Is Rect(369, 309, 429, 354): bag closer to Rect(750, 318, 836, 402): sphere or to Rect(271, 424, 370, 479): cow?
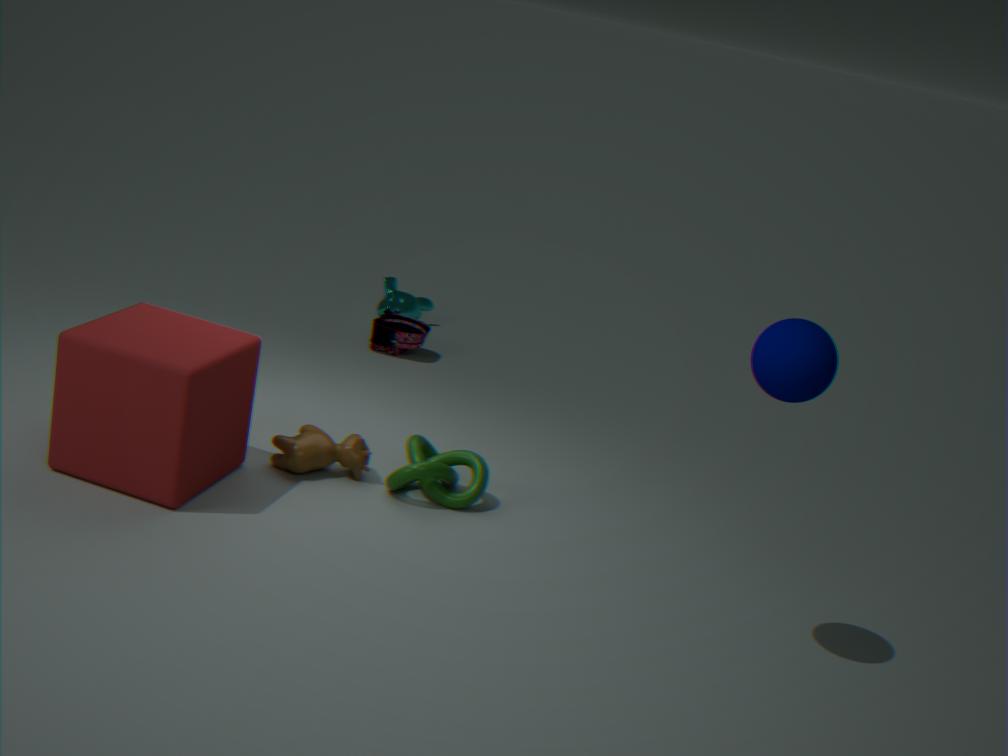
Rect(271, 424, 370, 479): cow
